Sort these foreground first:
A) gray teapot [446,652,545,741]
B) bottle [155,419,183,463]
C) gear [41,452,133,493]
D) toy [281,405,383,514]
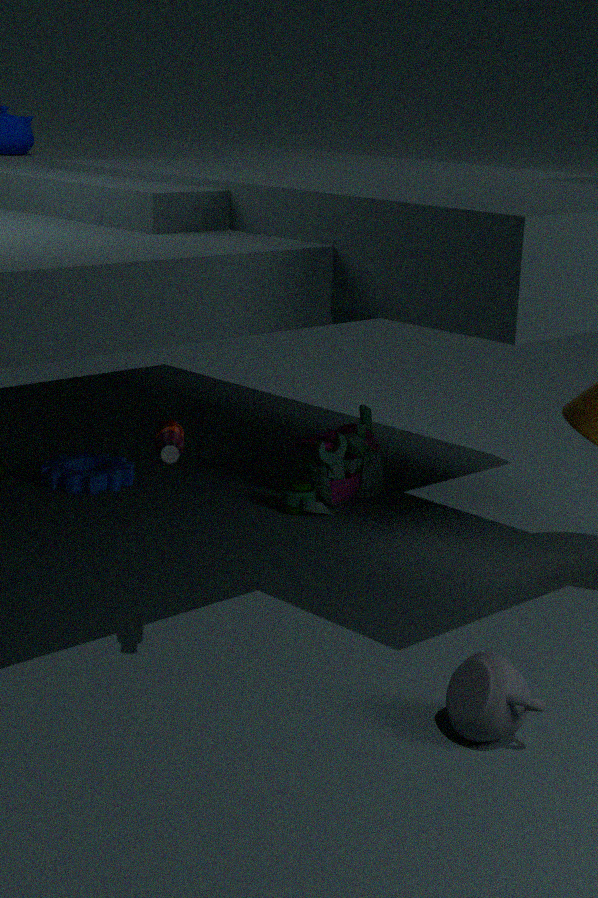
1. gray teapot [446,652,545,741]
2. bottle [155,419,183,463]
3. toy [281,405,383,514]
4. gear [41,452,133,493]
